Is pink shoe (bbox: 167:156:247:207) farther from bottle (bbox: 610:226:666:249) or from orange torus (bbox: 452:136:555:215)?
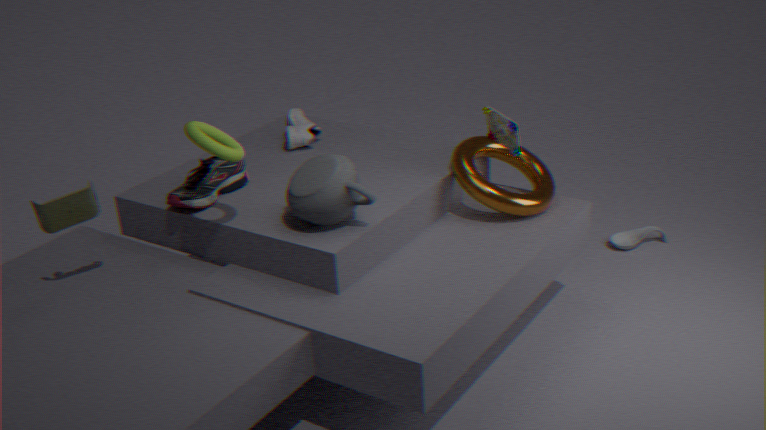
bottle (bbox: 610:226:666:249)
